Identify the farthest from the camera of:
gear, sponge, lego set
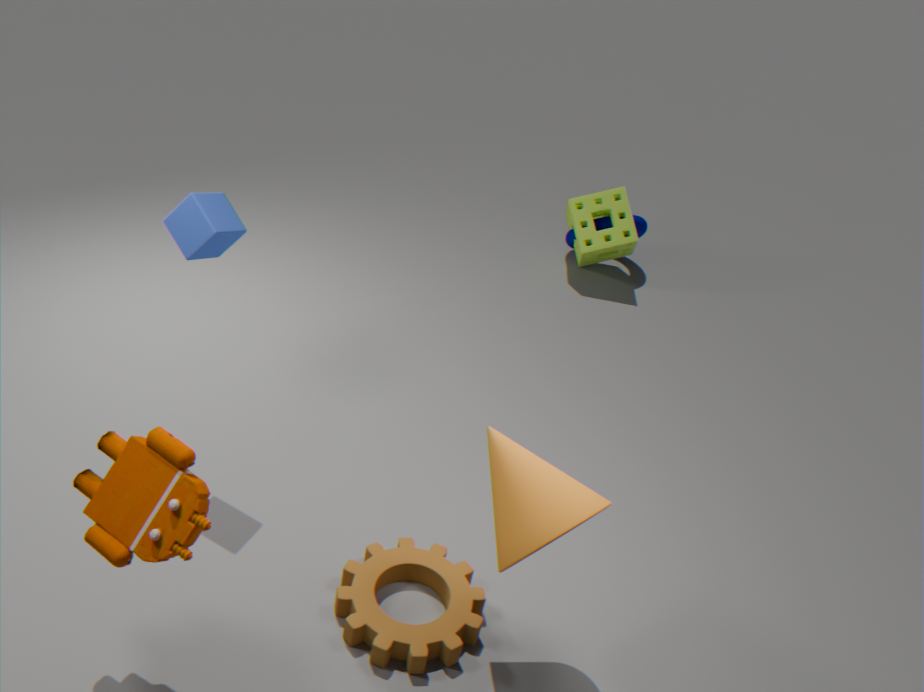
sponge
